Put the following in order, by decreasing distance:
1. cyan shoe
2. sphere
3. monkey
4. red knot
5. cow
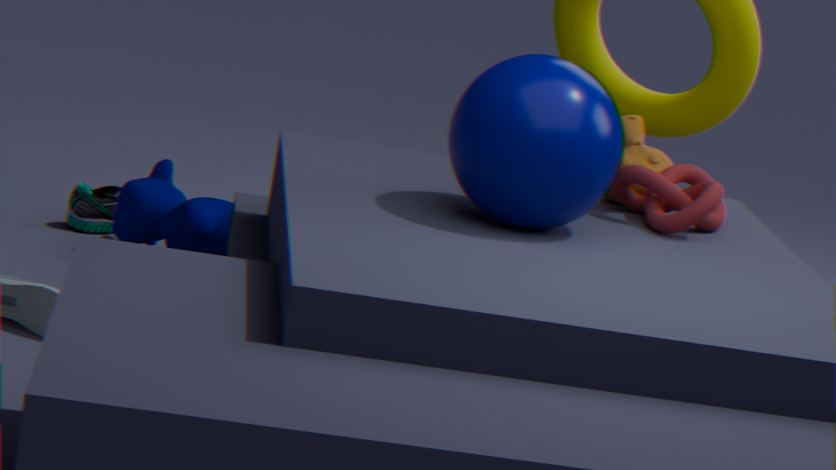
cyan shoe, cow, monkey, red knot, sphere
